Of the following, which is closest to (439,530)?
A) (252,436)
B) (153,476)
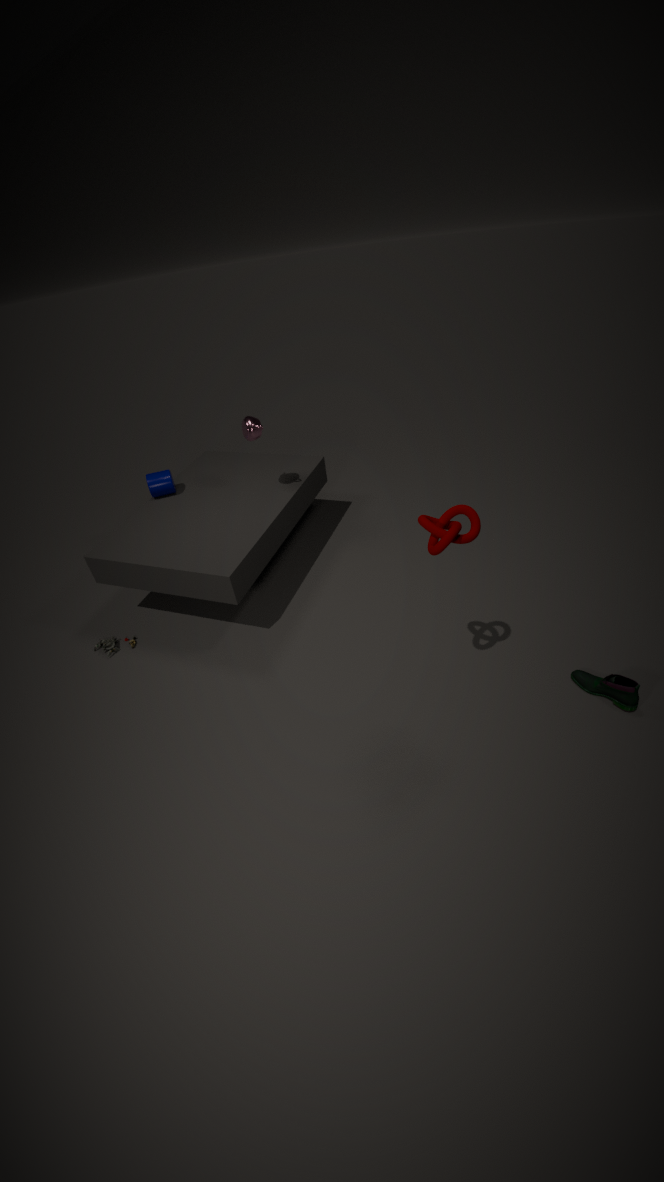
(252,436)
